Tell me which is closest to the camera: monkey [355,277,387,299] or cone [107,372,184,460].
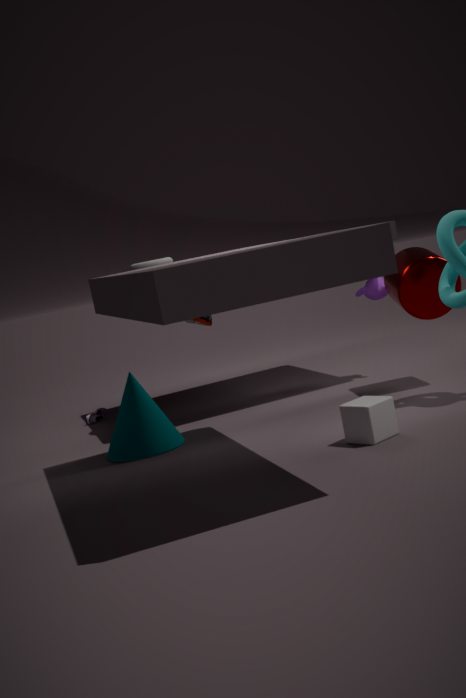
cone [107,372,184,460]
